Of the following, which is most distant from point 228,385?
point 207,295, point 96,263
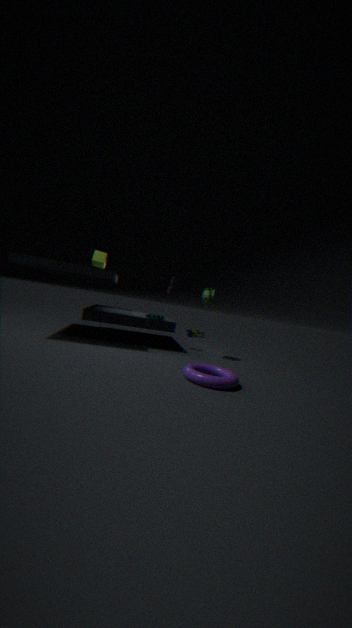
point 96,263
